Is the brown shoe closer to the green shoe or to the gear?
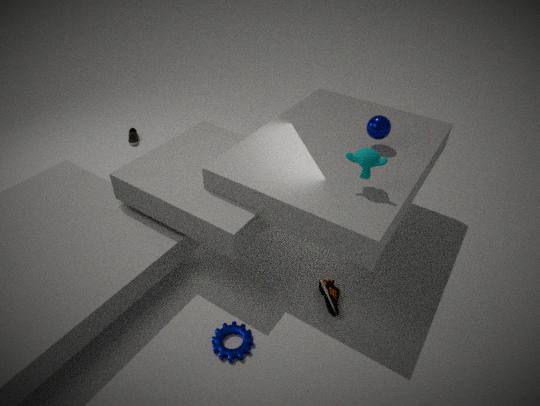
the gear
